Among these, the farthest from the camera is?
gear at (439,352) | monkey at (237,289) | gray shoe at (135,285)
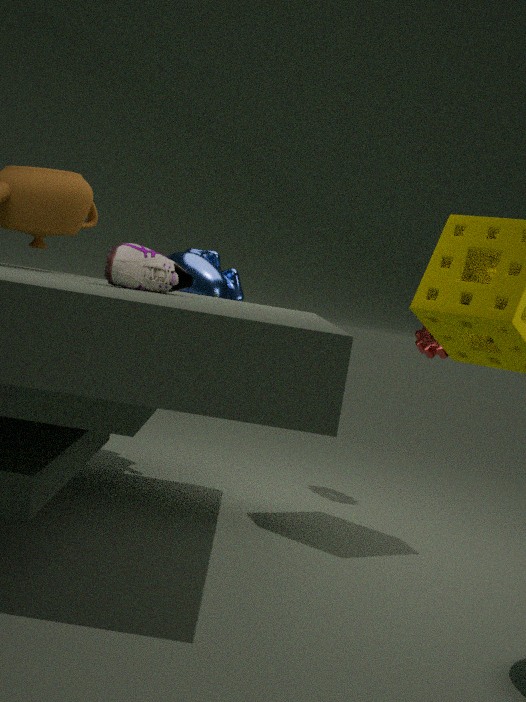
gear at (439,352)
